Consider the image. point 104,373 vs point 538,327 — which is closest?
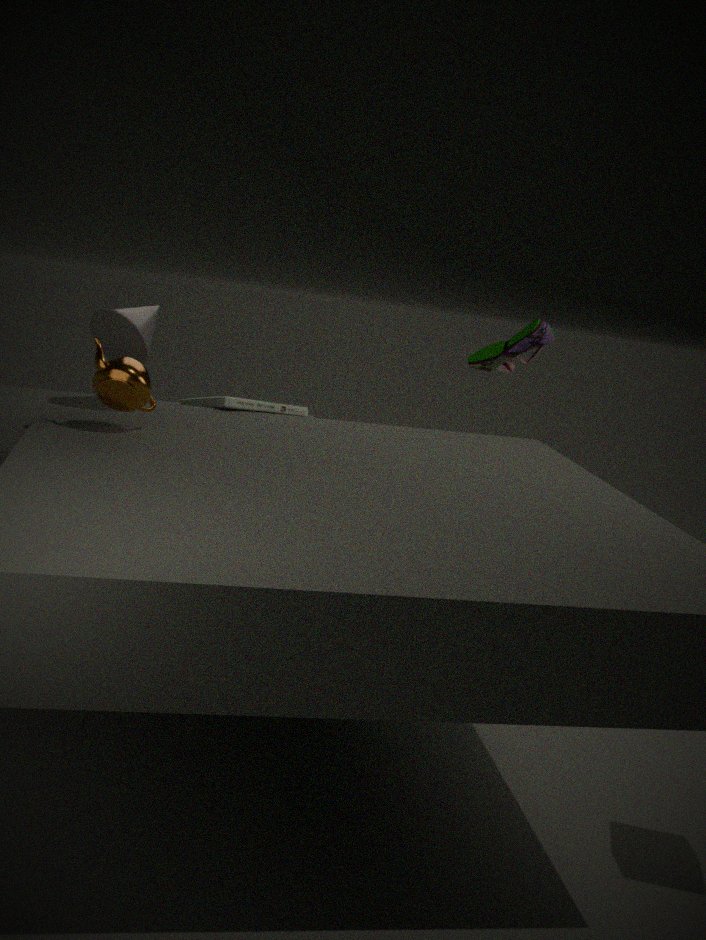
point 104,373
